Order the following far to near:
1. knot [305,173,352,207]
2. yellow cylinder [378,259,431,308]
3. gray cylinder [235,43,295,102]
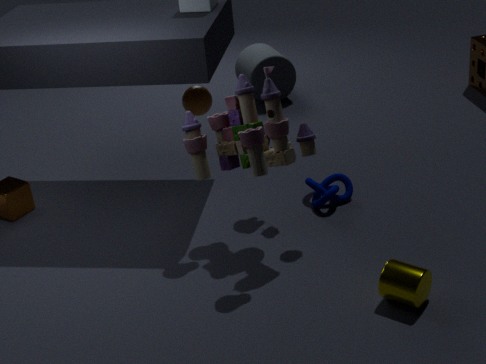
gray cylinder [235,43,295,102] < knot [305,173,352,207] < yellow cylinder [378,259,431,308]
